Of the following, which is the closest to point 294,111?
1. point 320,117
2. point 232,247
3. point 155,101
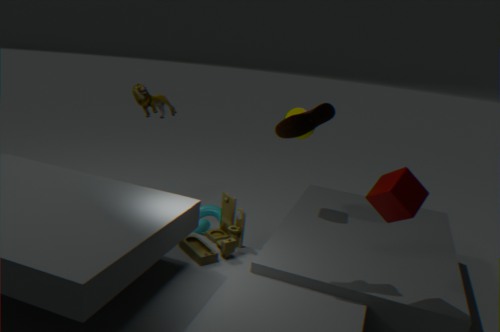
point 320,117
